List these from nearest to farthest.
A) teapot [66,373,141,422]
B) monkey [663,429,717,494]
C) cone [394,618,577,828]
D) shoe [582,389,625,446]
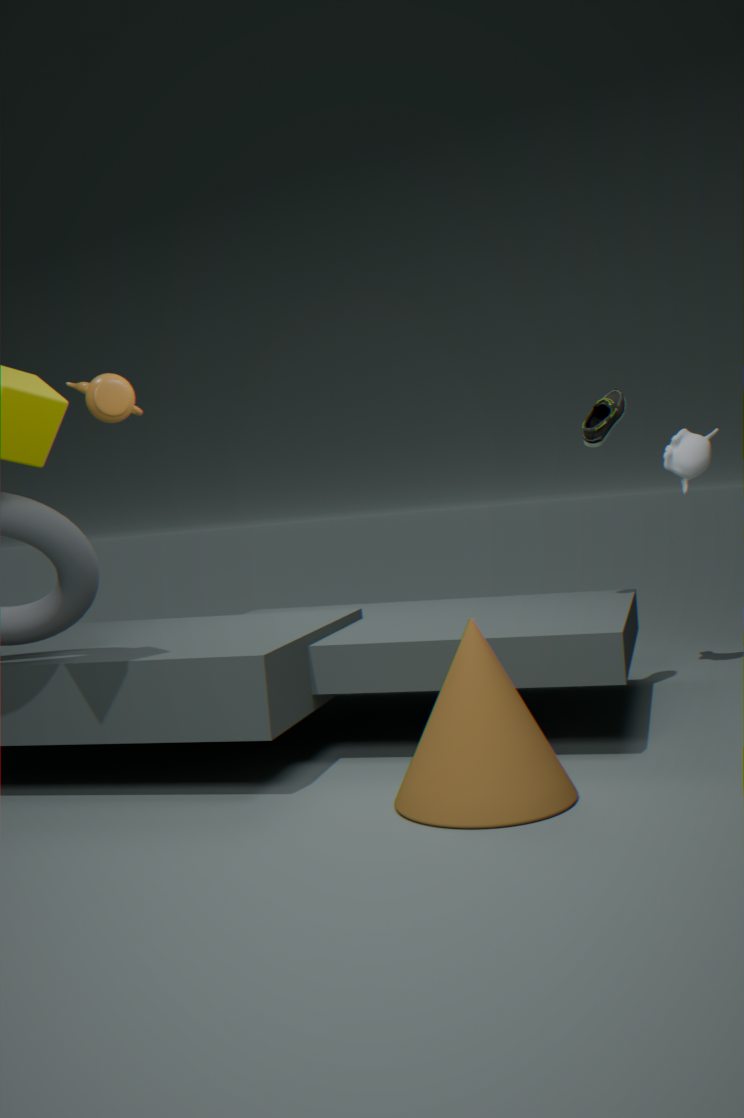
cone [394,618,577,828] < shoe [582,389,625,446] < teapot [66,373,141,422] < monkey [663,429,717,494]
